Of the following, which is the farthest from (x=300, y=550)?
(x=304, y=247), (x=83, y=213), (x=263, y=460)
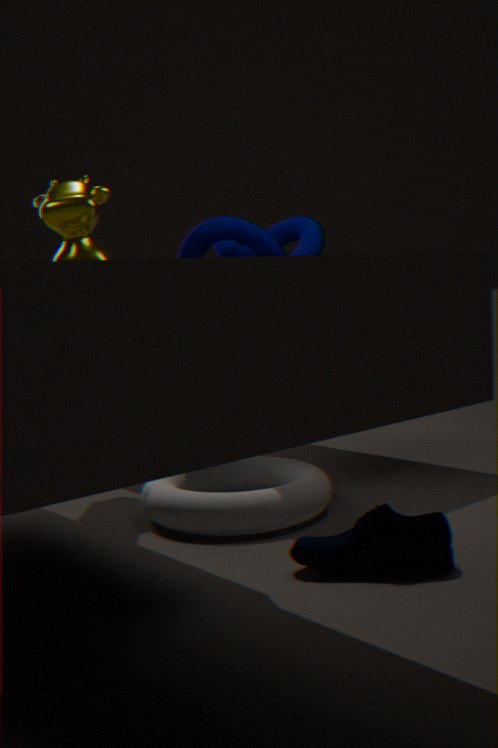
(x=304, y=247)
